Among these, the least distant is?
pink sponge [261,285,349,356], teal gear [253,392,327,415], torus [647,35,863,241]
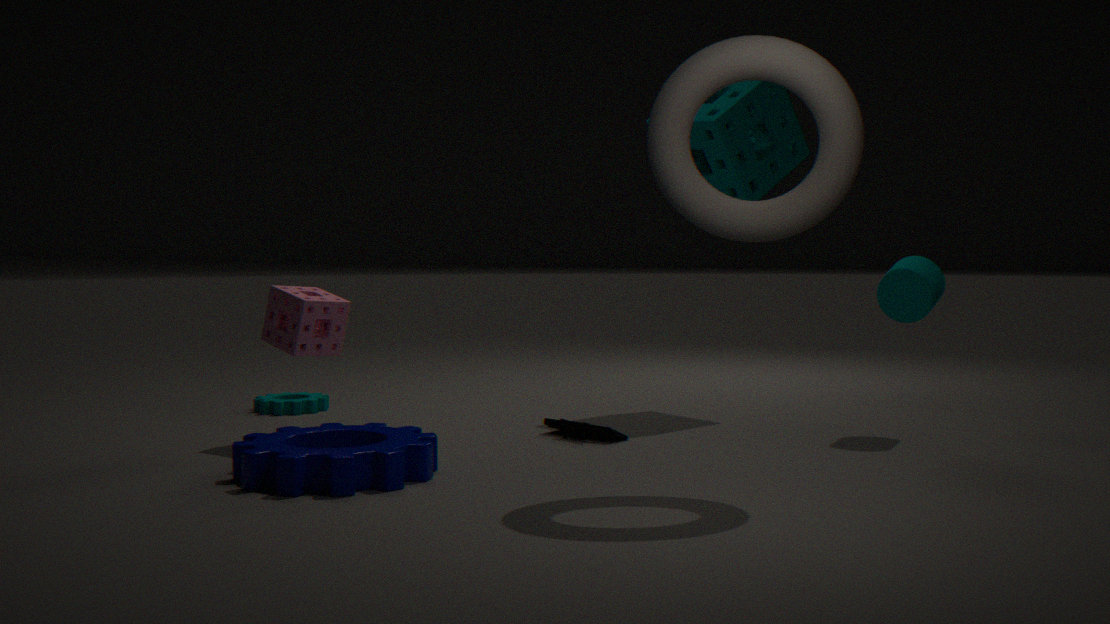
torus [647,35,863,241]
